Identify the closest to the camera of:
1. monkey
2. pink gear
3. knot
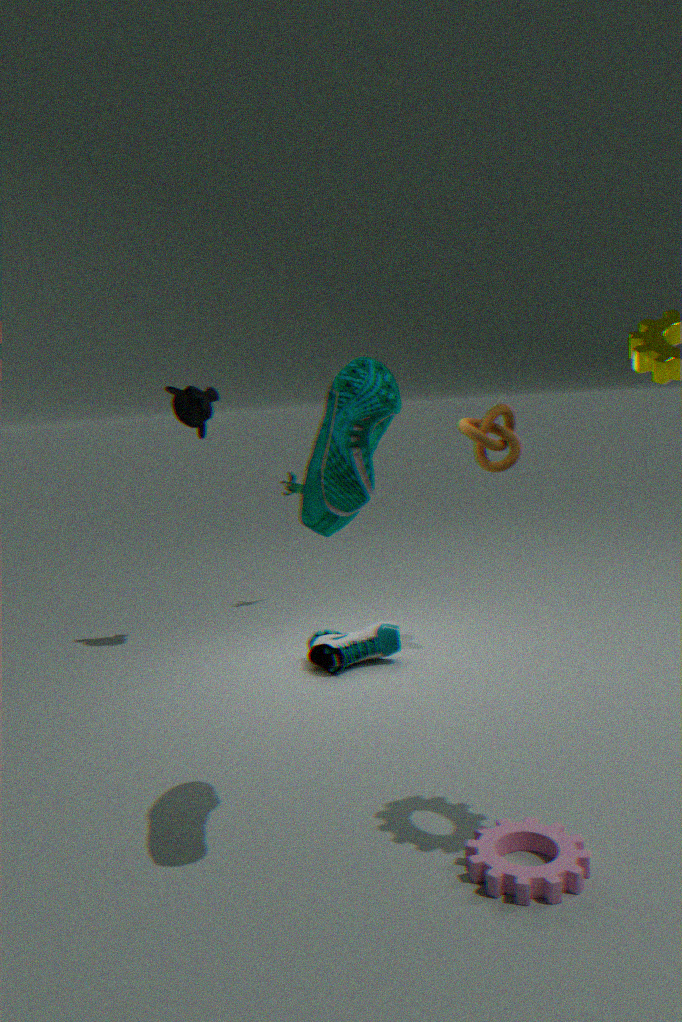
pink gear
